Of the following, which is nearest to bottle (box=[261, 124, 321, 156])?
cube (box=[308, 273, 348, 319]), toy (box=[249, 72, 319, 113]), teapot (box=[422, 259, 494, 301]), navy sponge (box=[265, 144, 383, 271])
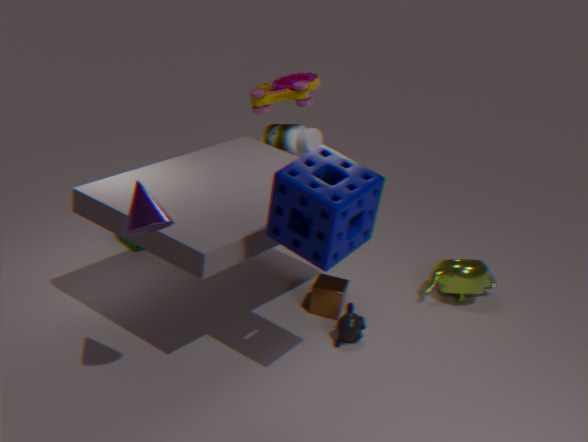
toy (box=[249, 72, 319, 113])
